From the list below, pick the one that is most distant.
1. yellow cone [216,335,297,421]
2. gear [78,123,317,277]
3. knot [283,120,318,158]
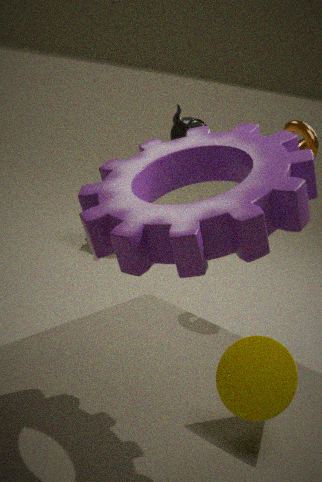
knot [283,120,318,158]
